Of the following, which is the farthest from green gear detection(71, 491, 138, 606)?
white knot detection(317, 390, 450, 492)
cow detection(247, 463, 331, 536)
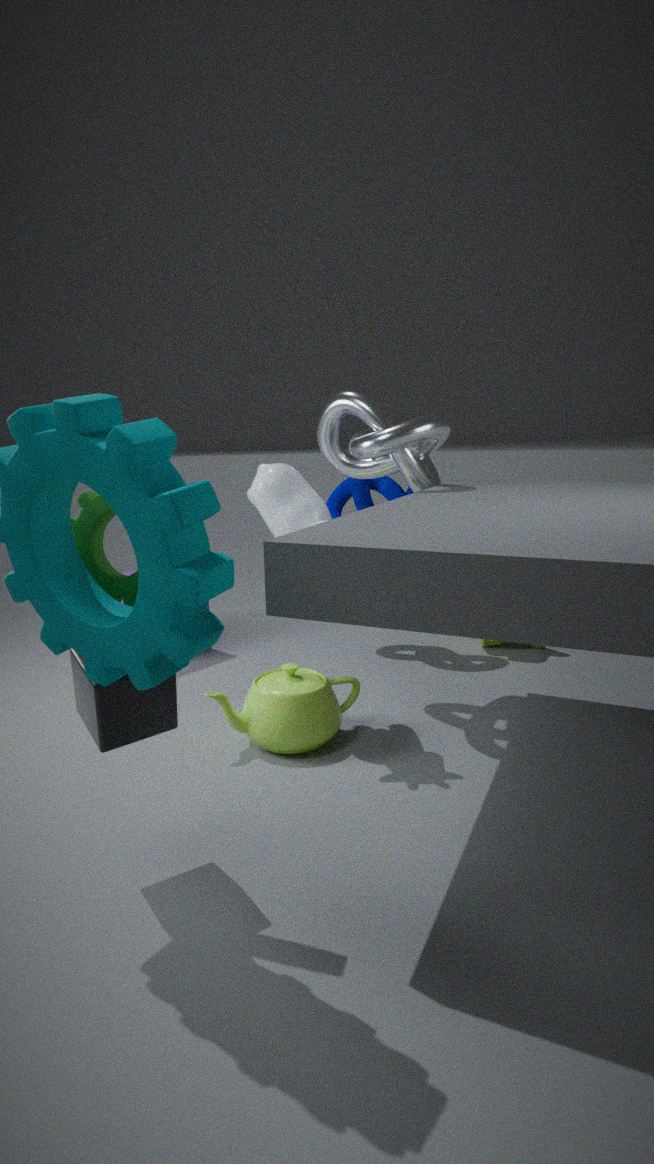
white knot detection(317, 390, 450, 492)
